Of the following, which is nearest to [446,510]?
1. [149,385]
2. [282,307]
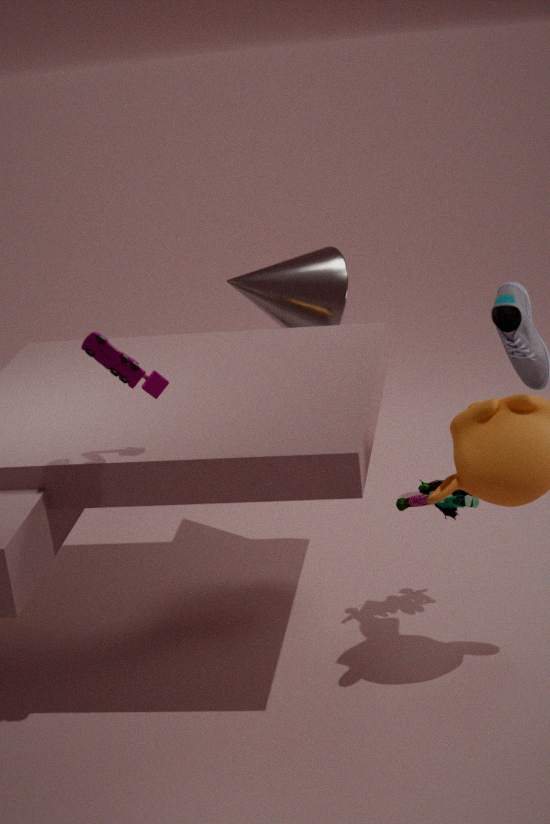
[149,385]
